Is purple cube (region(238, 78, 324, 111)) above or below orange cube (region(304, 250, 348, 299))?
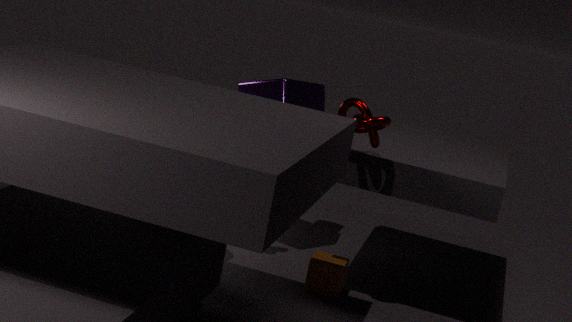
above
